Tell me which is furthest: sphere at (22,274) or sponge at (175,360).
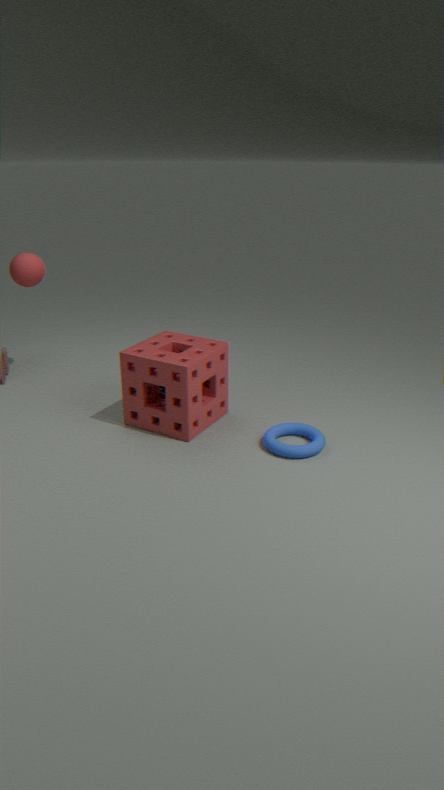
sphere at (22,274)
